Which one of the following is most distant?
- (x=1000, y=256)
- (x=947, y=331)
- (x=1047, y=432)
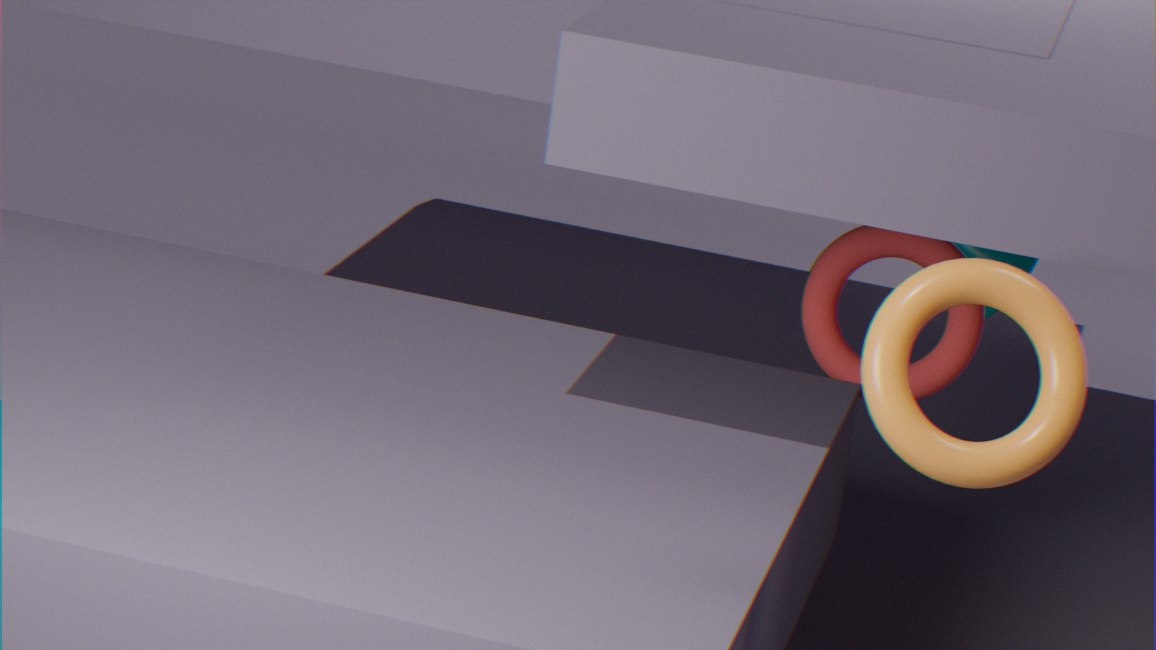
(x=1000, y=256)
